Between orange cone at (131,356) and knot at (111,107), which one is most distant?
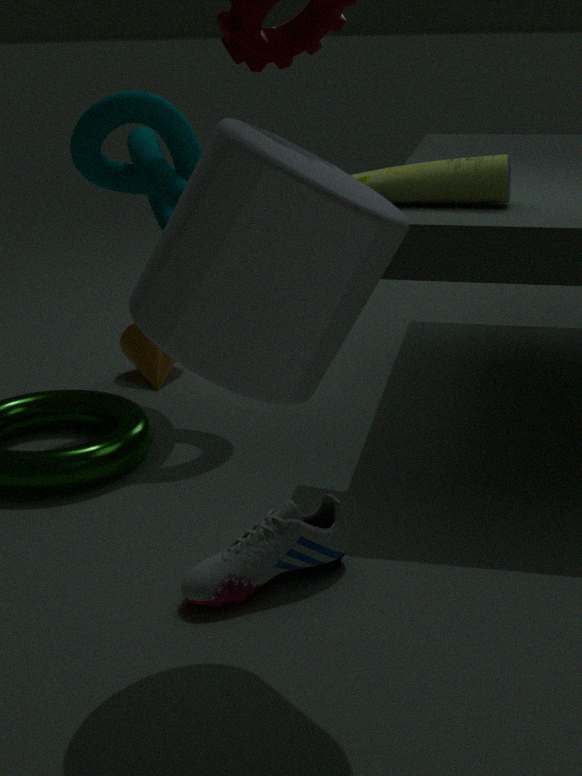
orange cone at (131,356)
